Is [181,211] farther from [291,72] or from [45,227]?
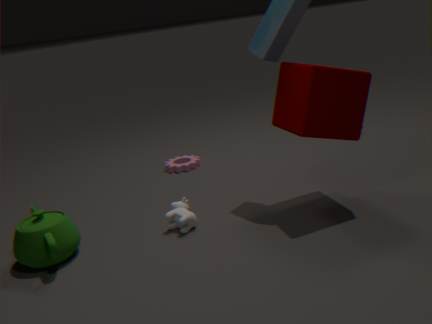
[291,72]
